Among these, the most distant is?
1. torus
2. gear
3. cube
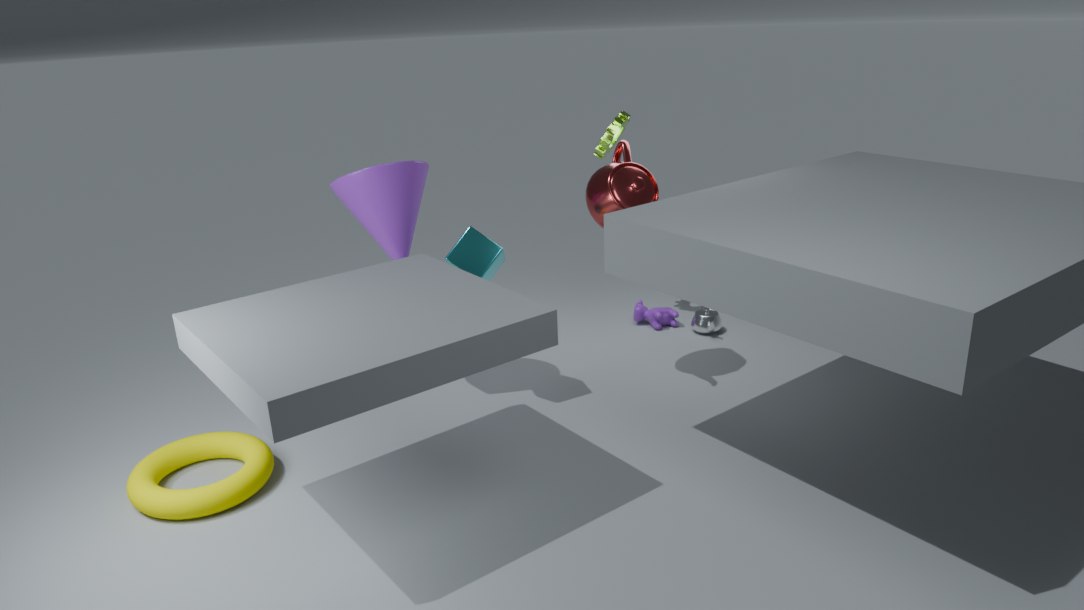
gear
